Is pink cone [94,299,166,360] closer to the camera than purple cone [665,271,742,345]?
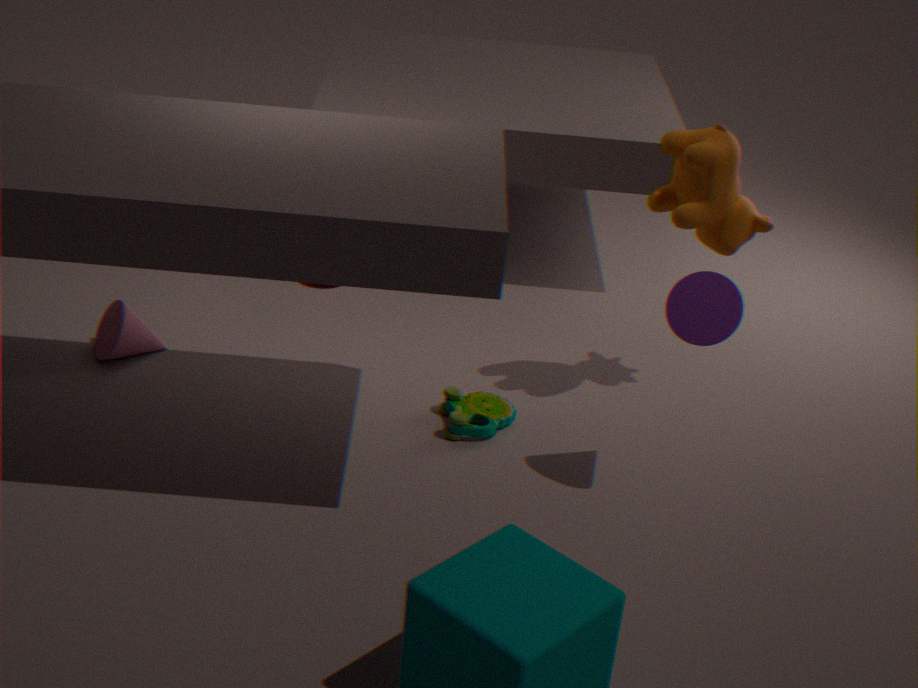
No
